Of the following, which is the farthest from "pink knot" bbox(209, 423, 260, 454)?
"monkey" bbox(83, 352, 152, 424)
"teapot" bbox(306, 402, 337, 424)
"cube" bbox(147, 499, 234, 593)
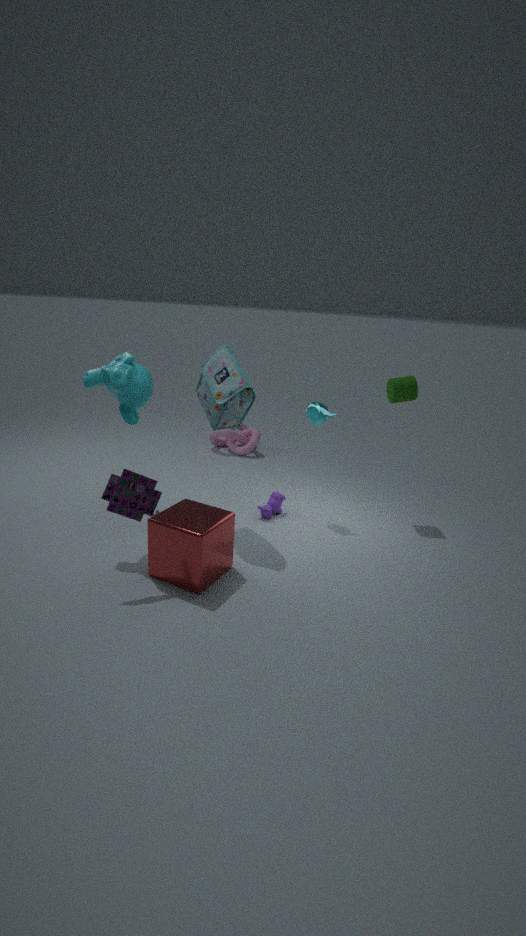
"cube" bbox(147, 499, 234, 593)
